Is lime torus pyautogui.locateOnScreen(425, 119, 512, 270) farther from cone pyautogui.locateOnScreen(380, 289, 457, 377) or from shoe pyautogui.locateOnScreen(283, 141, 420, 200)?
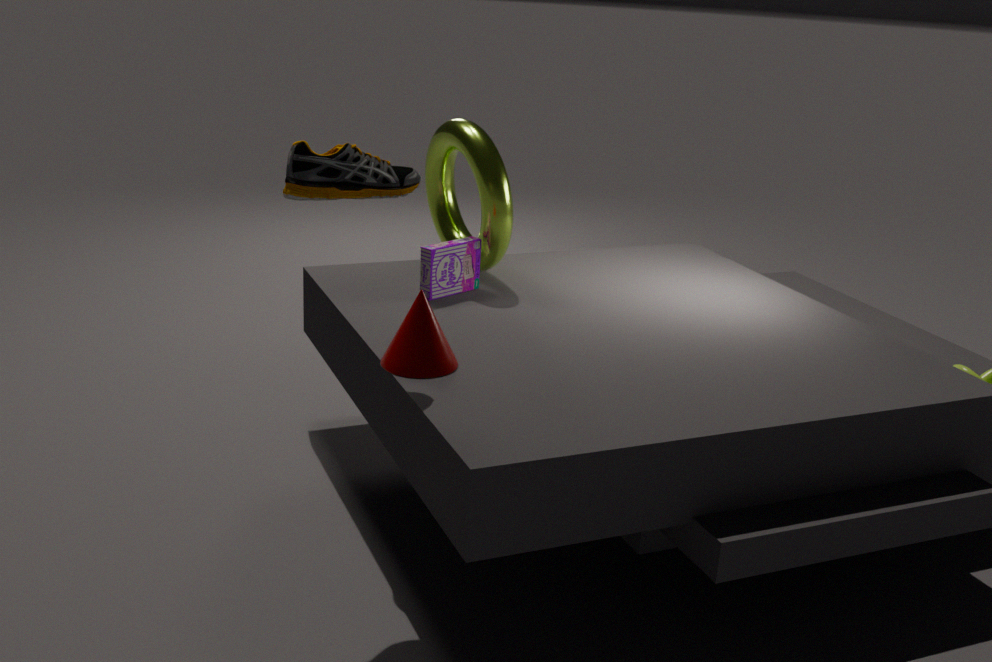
shoe pyautogui.locateOnScreen(283, 141, 420, 200)
